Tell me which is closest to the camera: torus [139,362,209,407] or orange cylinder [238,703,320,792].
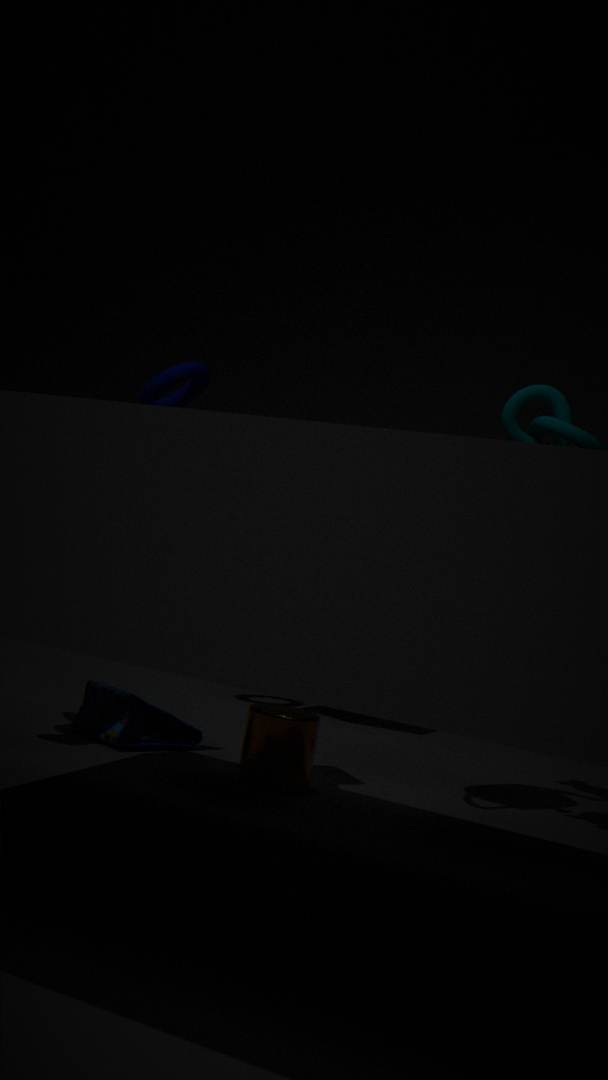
orange cylinder [238,703,320,792]
